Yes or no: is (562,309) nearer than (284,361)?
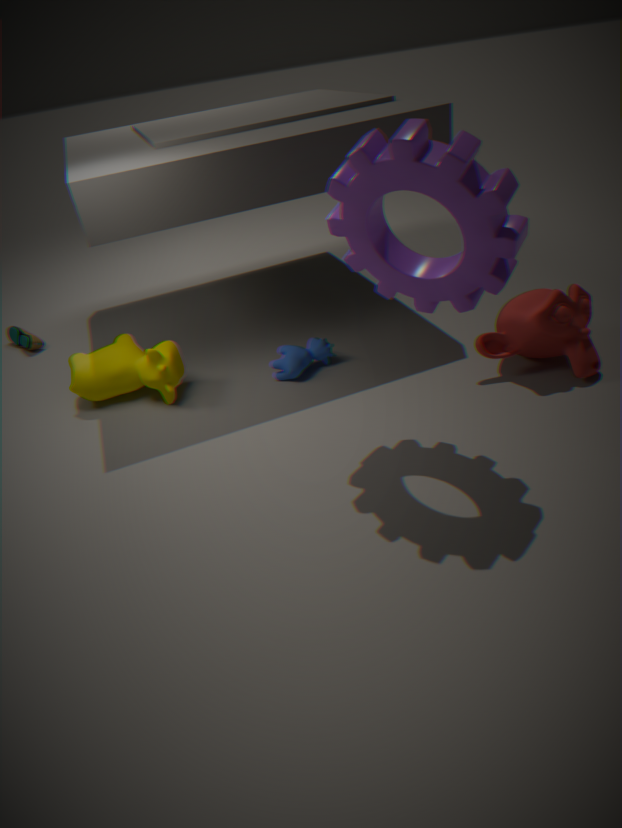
Yes
